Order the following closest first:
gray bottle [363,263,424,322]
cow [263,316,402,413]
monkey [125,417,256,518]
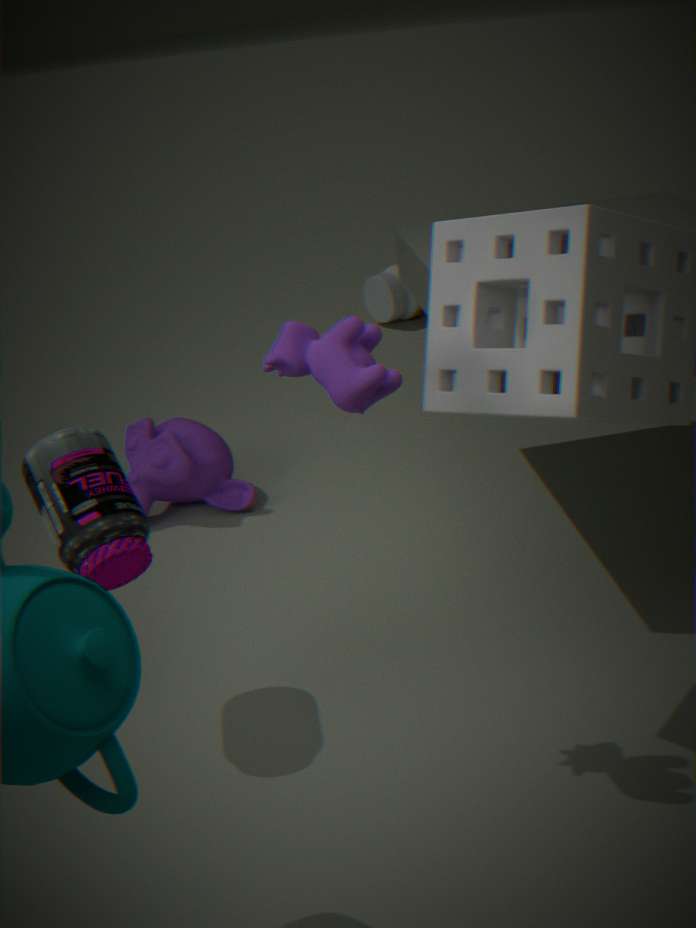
cow [263,316,402,413] → monkey [125,417,256,518] → gray bottle [363,263,424,322]
